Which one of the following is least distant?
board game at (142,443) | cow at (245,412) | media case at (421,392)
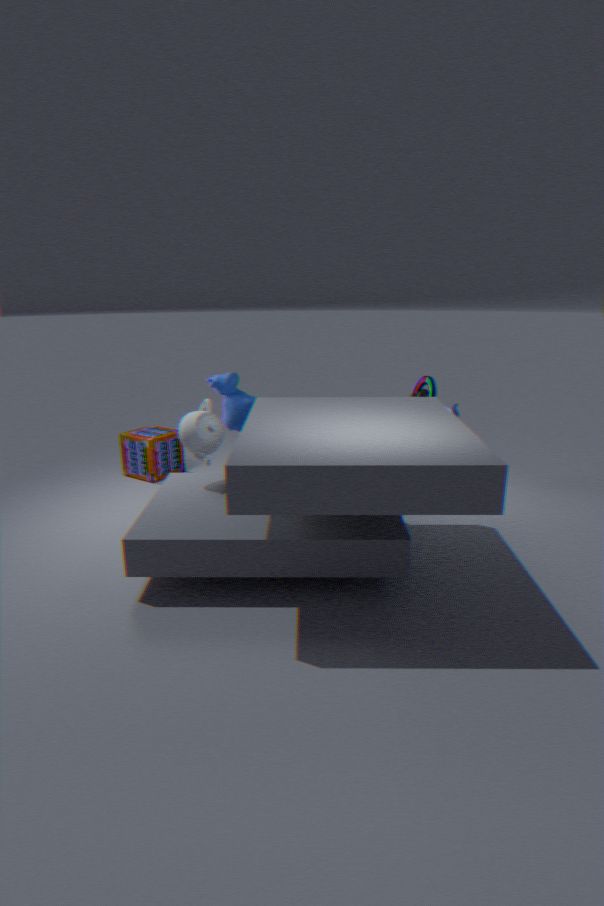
cow at (245,412)
